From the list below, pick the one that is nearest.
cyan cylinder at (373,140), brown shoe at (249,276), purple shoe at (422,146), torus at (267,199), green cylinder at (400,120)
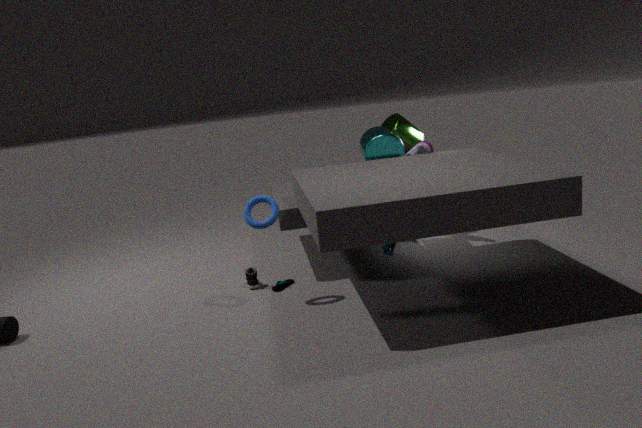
torus at (267,199)
